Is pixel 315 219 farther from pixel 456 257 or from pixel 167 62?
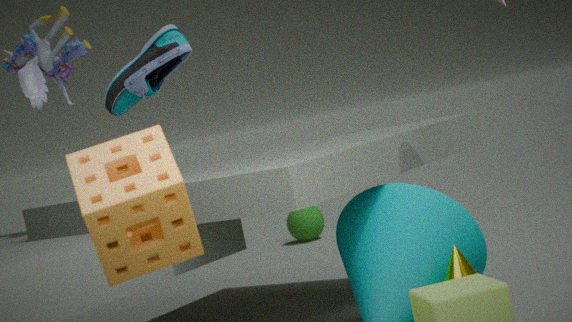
pixel 456 257
